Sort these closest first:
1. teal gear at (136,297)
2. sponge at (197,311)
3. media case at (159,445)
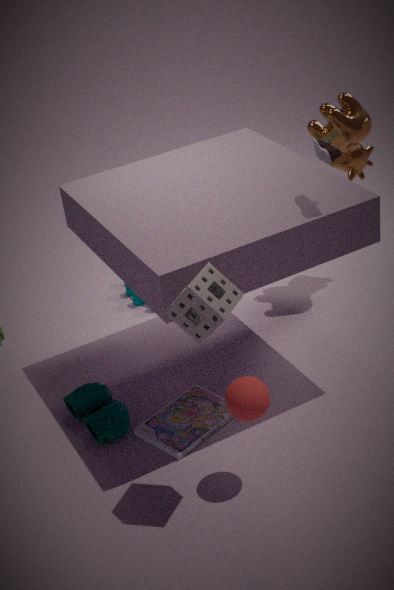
sponge at (197,311) < media case at (159,445) < teal gear at (136,297)
